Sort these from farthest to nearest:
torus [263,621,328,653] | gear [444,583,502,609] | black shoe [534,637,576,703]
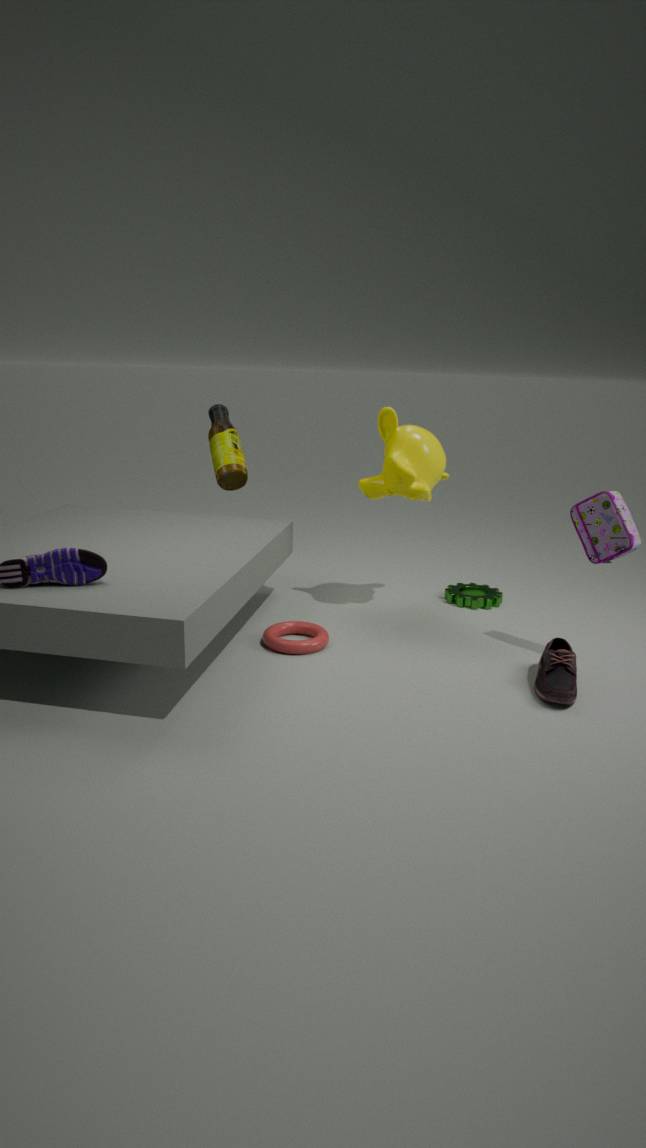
gear [444,583,502,609], torus [263,621,328,653], black shoe [534,637,576,703]
